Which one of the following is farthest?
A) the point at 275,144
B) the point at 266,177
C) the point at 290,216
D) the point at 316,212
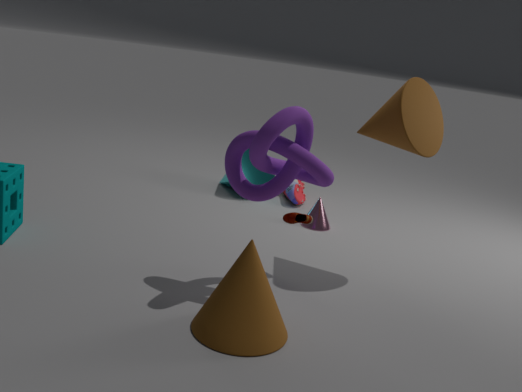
the point at 266,177
